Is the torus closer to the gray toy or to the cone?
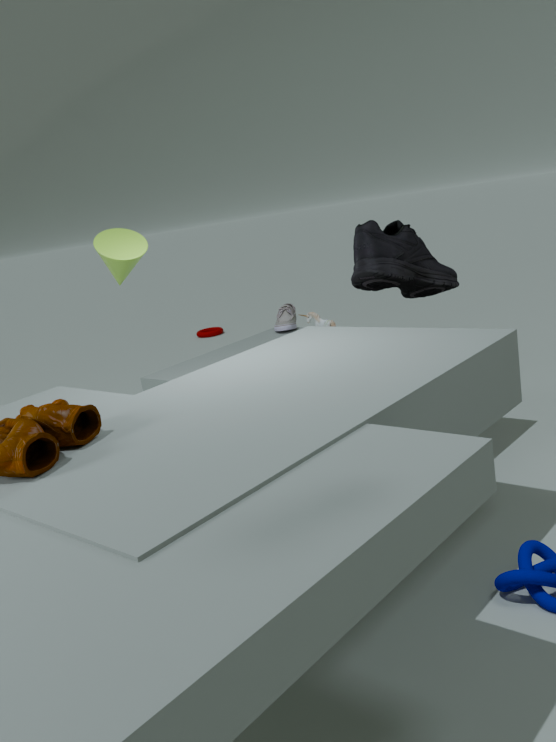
the gray toy
